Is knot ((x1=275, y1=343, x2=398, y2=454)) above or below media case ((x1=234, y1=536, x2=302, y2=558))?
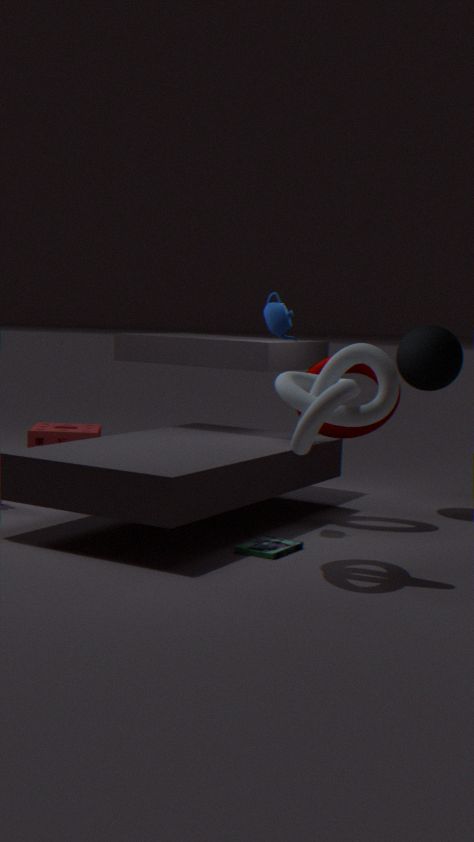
above
